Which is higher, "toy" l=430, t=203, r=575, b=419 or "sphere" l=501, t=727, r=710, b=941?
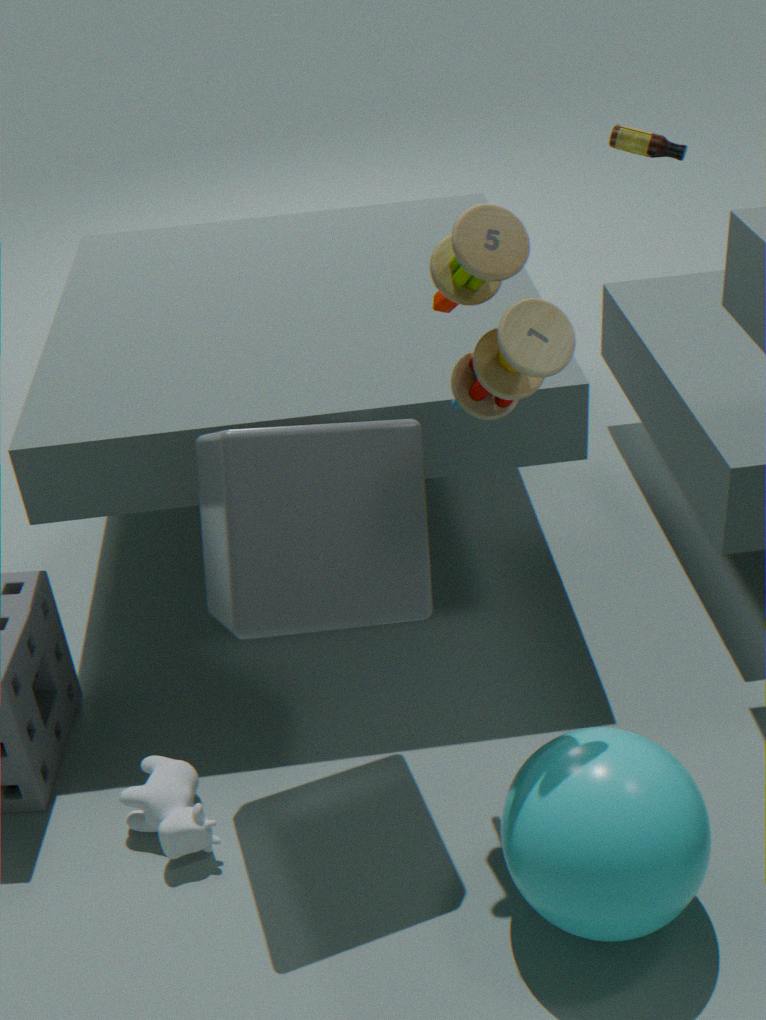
"toy" l=430, t=203, r=575, b=419
